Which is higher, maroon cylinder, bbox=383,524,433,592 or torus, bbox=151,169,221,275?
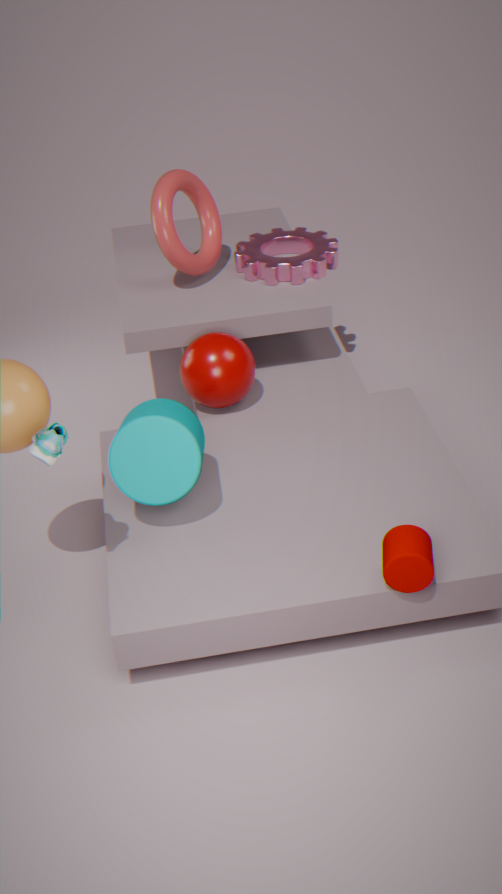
torus, bbox=151,169,221,275
